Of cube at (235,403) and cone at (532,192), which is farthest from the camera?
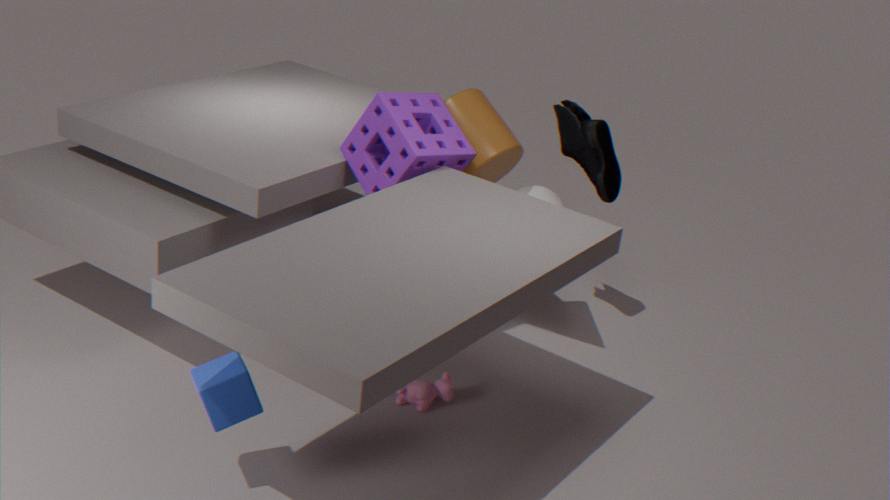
cone at (532,192)
